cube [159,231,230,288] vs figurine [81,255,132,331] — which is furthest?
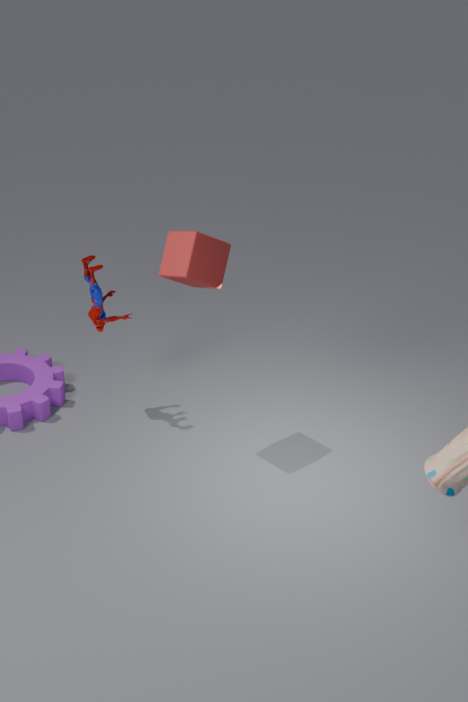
figurine [81,255,132,331]
